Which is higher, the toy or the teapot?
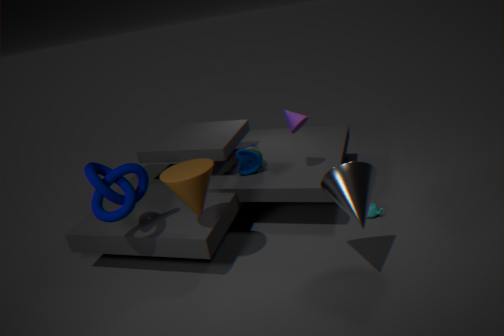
the toy
